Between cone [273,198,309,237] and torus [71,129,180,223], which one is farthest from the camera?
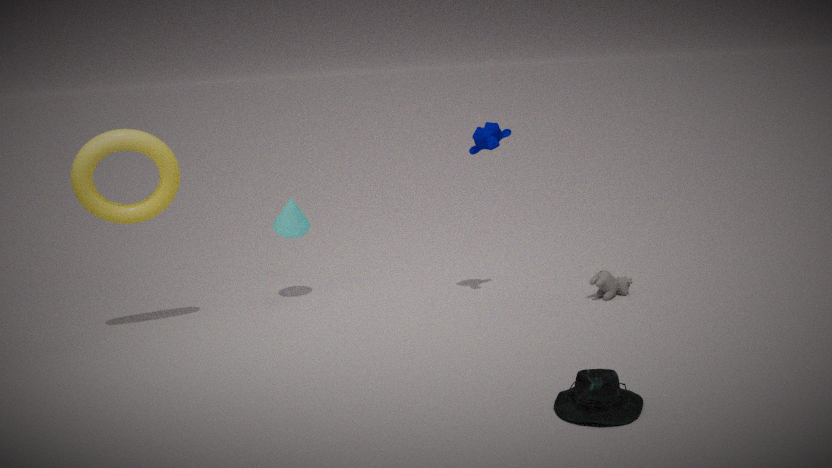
cone [273,198,309,237]
